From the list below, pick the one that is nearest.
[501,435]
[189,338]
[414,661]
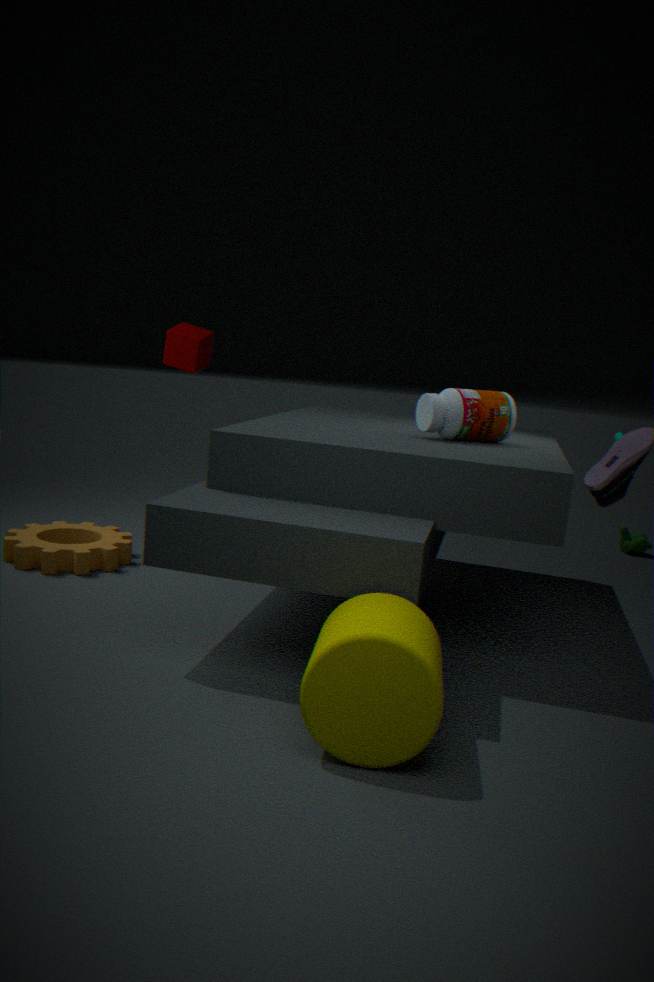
[414,661]
